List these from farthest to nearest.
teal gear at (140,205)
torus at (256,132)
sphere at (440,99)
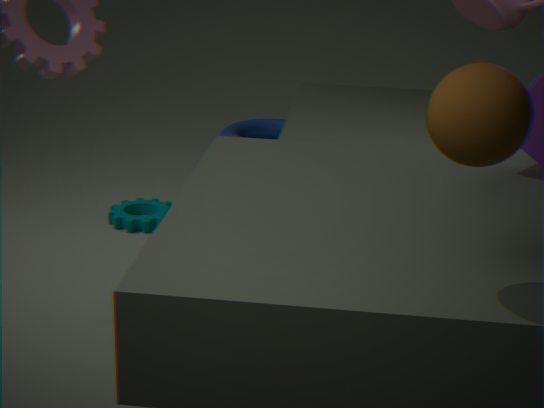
torus at (256,132) < teal gear at (140,205) < sphere at (440,99)
